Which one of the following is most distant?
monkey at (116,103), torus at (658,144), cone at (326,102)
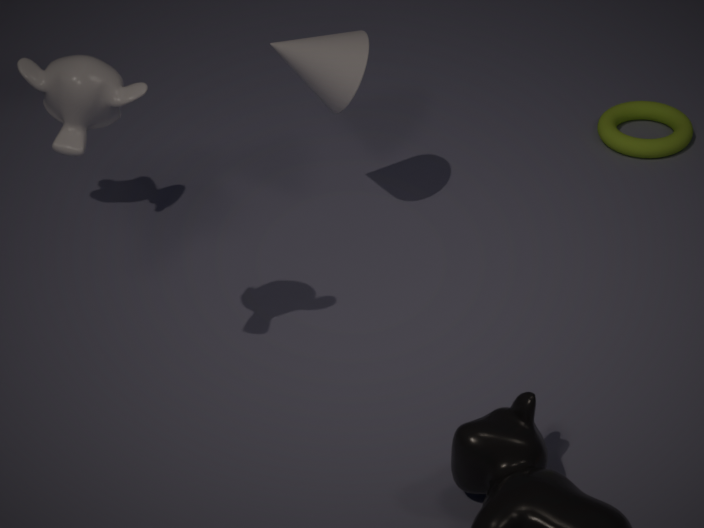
torus at (658,144)
